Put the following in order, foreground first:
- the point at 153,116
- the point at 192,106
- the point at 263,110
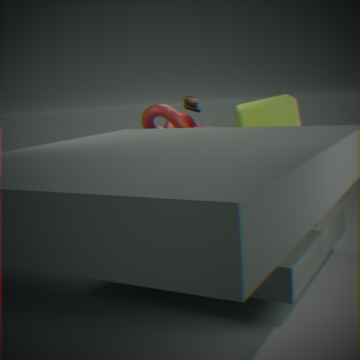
the point at 263,110 → the point at 153,116 → the point at 192,106
